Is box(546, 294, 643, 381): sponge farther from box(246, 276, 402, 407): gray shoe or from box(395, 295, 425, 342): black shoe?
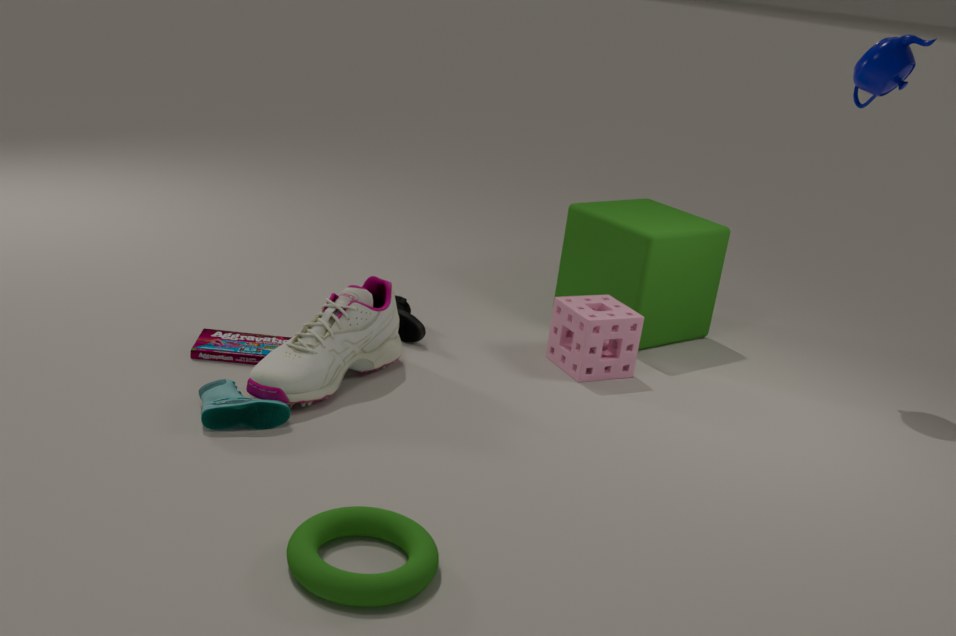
box(246, 276, 402, 407): gray shoe
